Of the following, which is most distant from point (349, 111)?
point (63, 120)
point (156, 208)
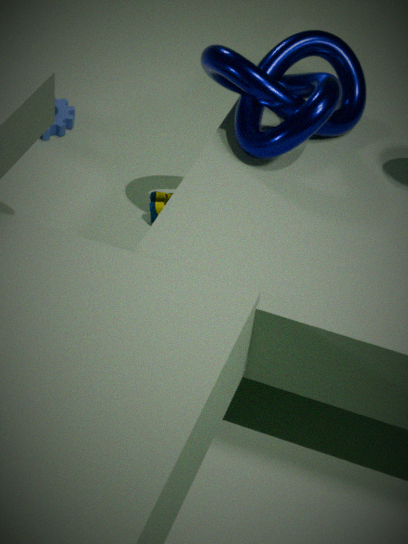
point (63, 120)
